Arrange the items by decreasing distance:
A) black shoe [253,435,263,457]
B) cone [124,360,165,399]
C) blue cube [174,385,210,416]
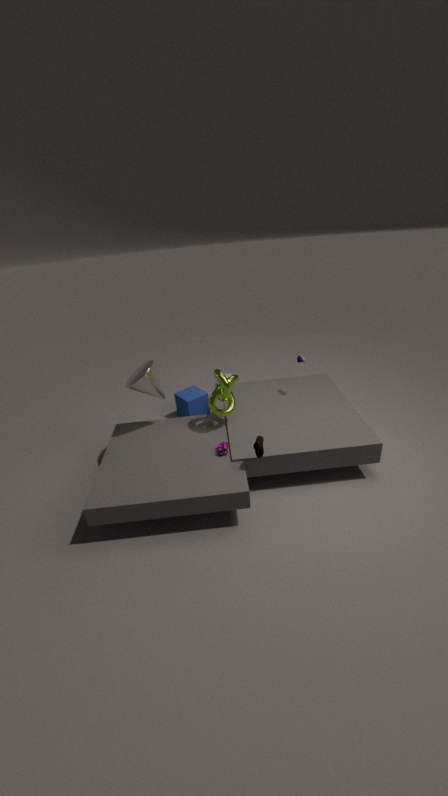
blue cube [174,385,210,416] → cone [124,360,165,399] → black shoe [253,435,263,457]
